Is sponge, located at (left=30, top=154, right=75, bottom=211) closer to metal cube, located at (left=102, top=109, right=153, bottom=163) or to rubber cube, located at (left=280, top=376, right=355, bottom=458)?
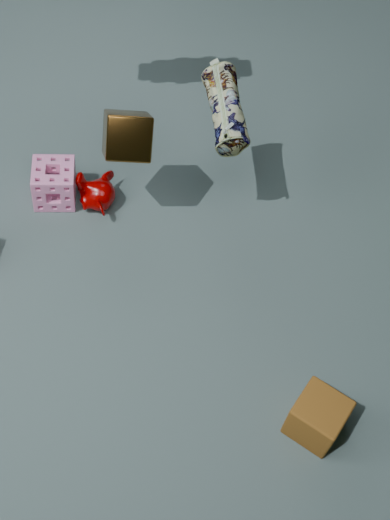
metal cube, located at (left=102, top=109, right=153, bottom=163)
